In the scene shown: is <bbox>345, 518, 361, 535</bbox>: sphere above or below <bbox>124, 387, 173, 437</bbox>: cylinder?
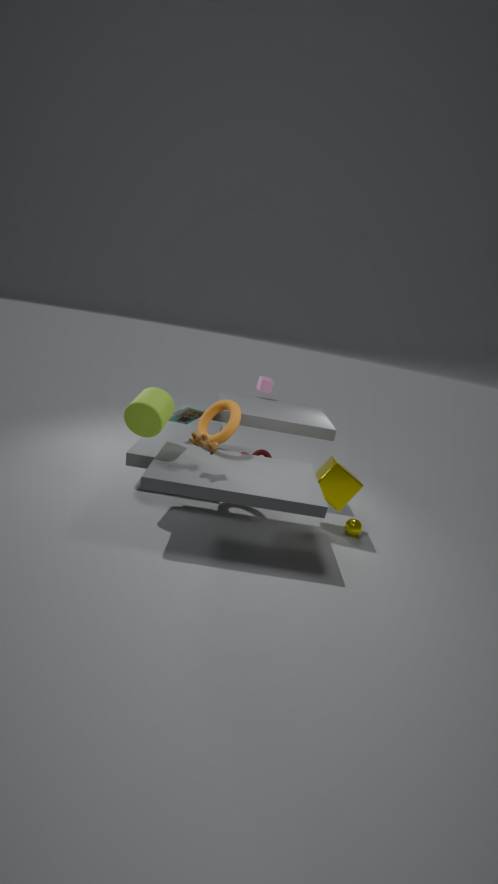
below
